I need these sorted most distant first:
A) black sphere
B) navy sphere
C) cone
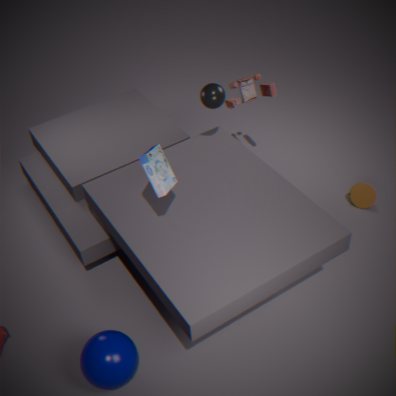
cone
black sphere
navy sphere
